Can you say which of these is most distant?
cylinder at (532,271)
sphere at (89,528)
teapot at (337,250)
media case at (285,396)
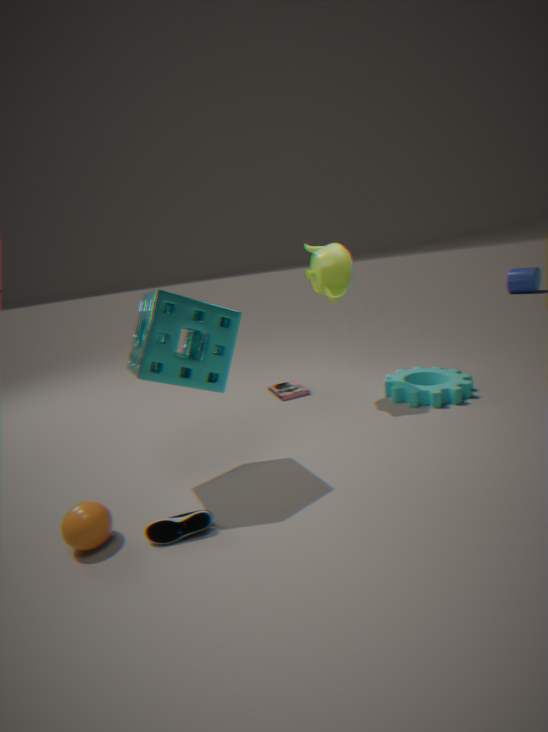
cylinder at (532,271)
